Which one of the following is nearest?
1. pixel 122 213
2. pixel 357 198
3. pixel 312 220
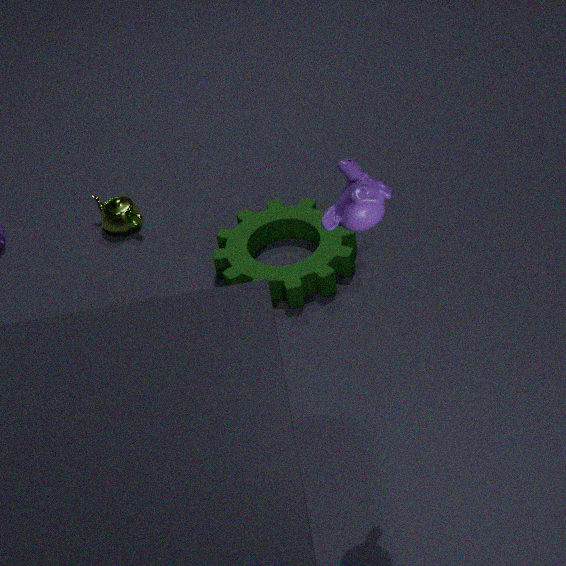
pixel 357 198
